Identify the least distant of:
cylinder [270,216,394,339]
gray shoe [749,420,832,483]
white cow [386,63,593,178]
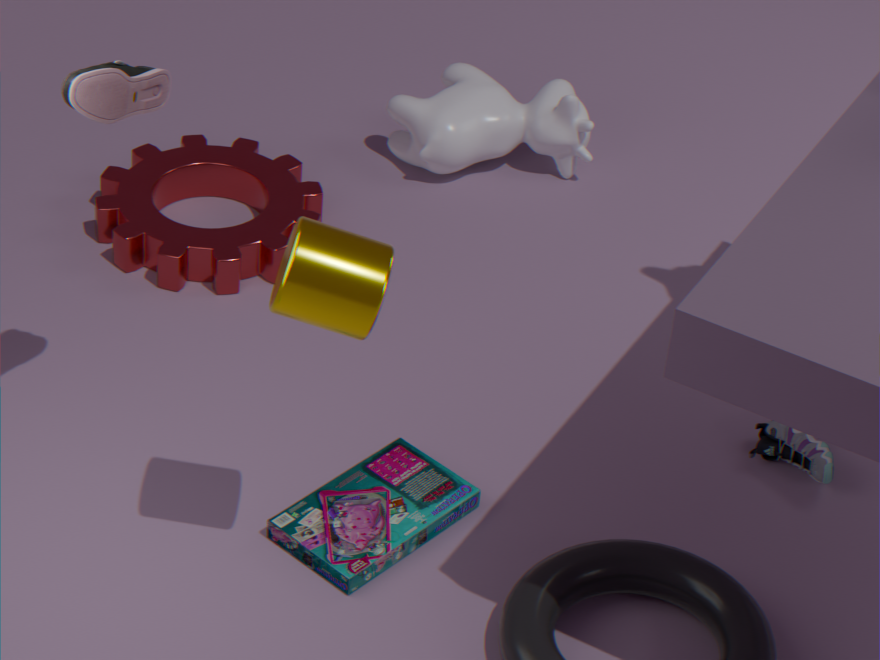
cylinder [270,216,394,339]
